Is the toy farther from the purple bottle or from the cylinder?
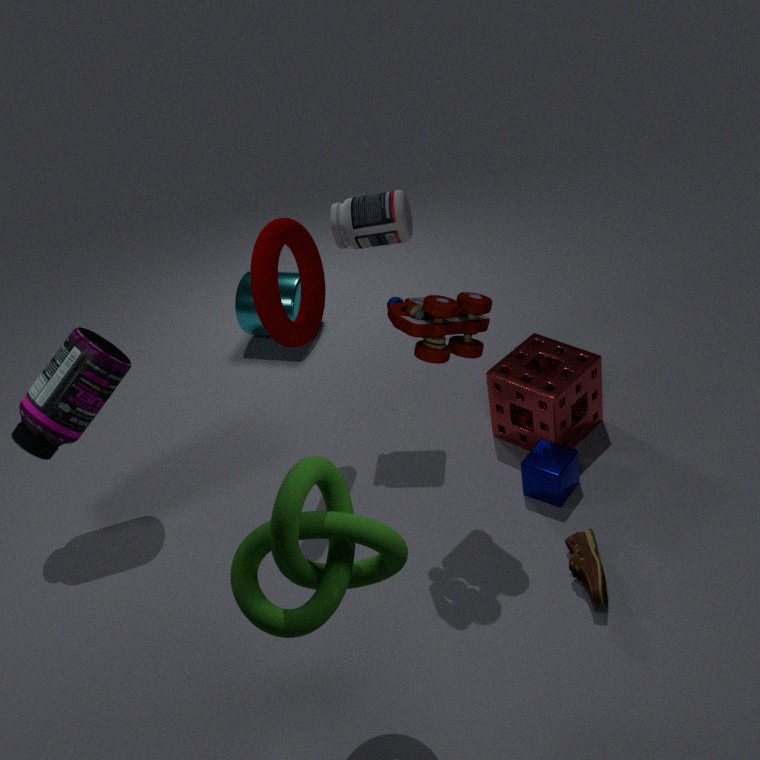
the cylinder
